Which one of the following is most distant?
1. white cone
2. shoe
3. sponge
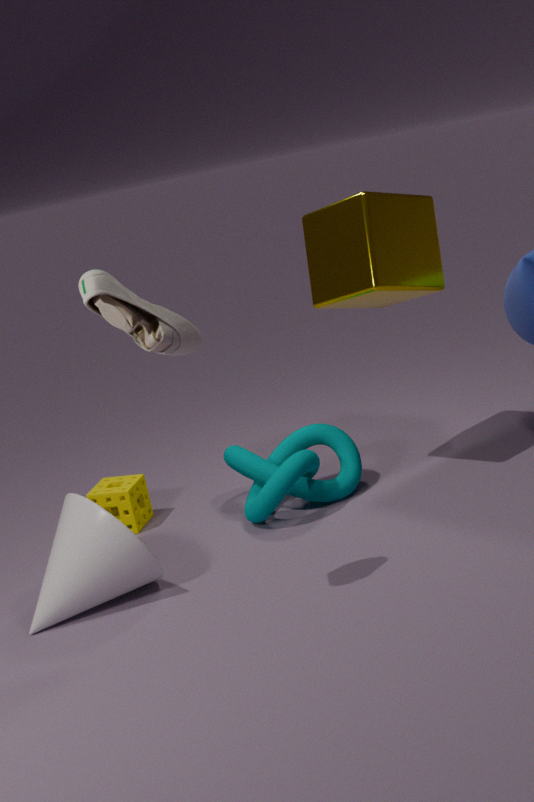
sponge
